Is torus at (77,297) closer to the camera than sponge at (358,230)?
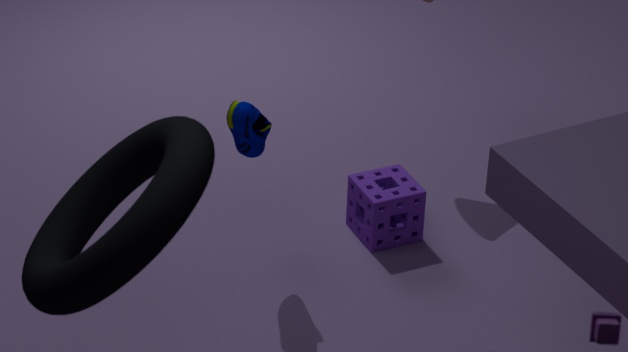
Yes
